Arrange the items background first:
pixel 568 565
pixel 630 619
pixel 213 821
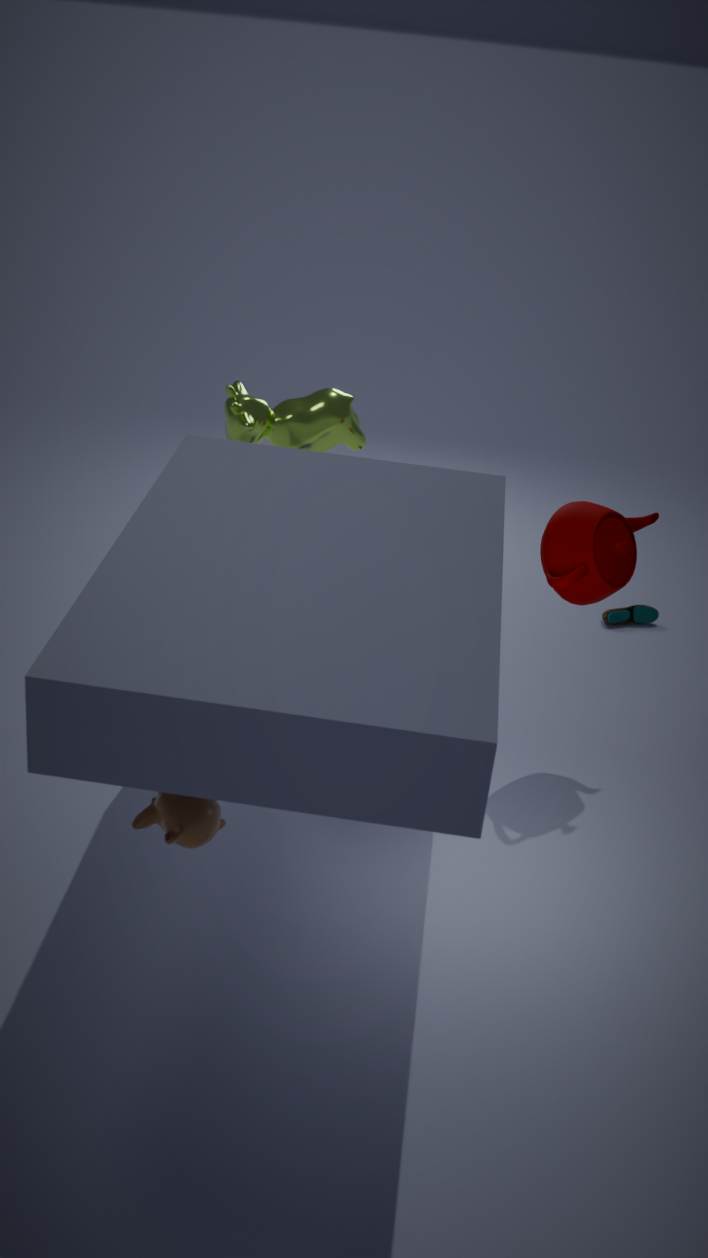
pixel 630 619 < pixel 568 565 < pixel 213 821
